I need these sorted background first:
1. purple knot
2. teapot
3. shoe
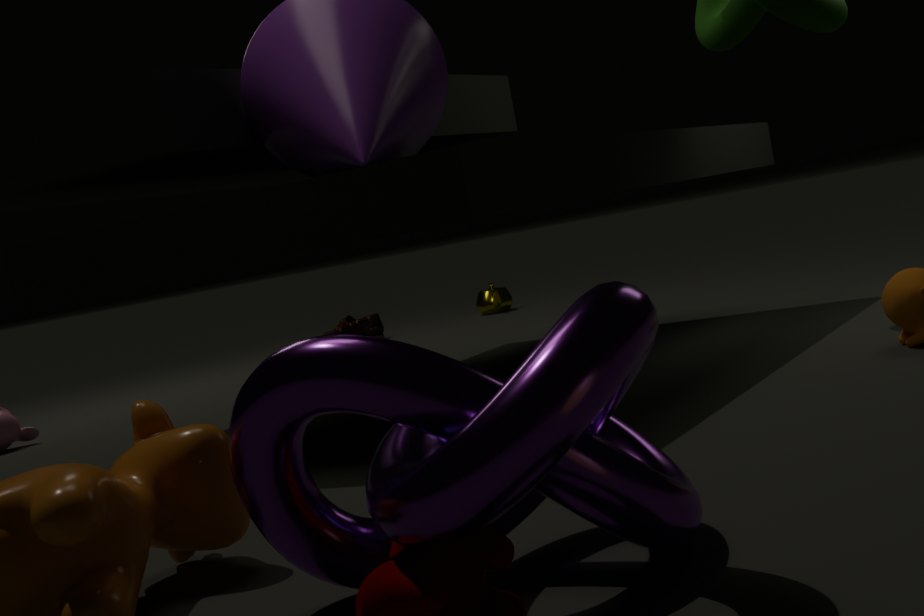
teapot < shoe < purple knot
